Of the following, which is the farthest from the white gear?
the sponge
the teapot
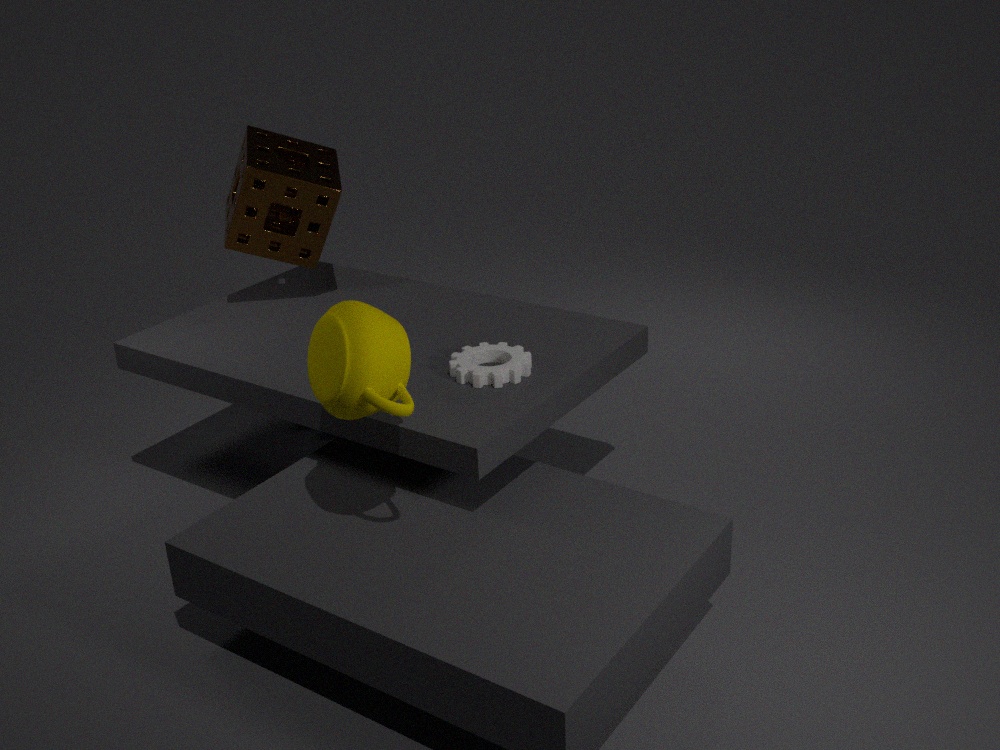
the sponge
